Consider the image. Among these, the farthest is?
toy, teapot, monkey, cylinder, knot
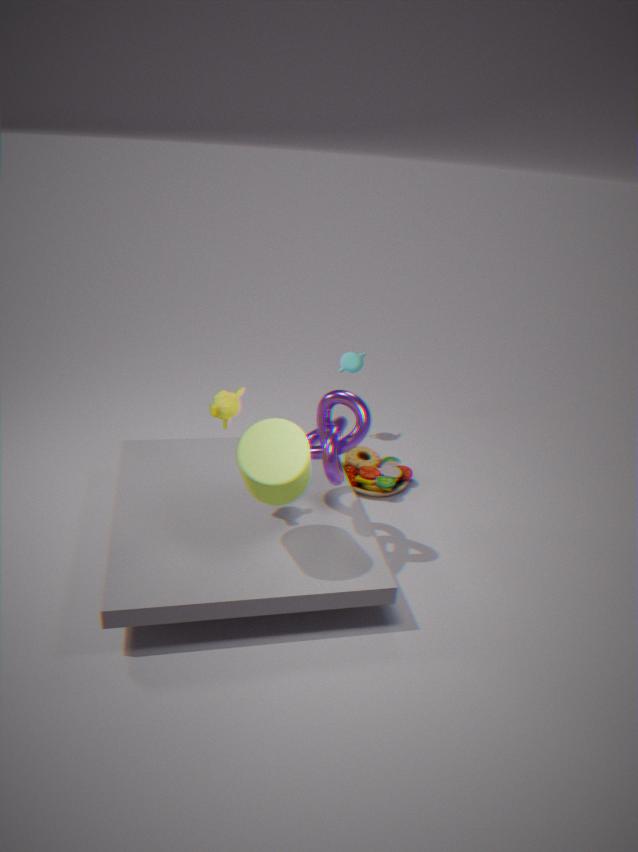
teapot
